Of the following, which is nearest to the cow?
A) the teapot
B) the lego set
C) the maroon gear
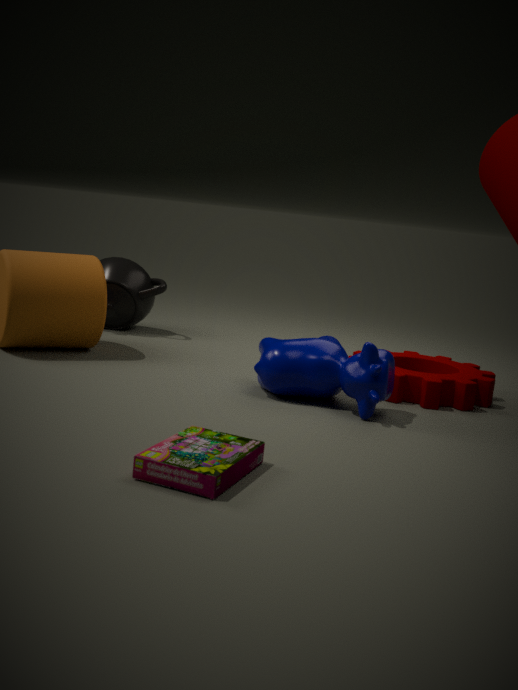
the maroon gear
